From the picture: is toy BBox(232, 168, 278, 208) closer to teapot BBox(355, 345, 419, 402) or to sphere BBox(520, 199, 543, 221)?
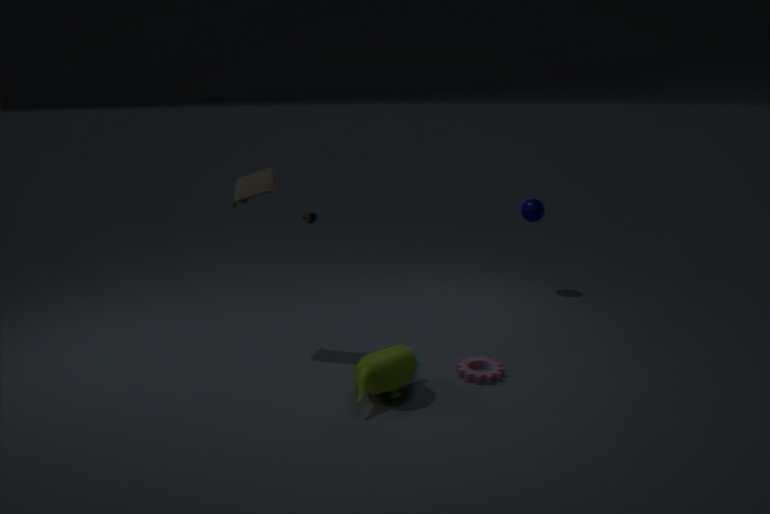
teapot BBox(355, 345, 419, 402)
